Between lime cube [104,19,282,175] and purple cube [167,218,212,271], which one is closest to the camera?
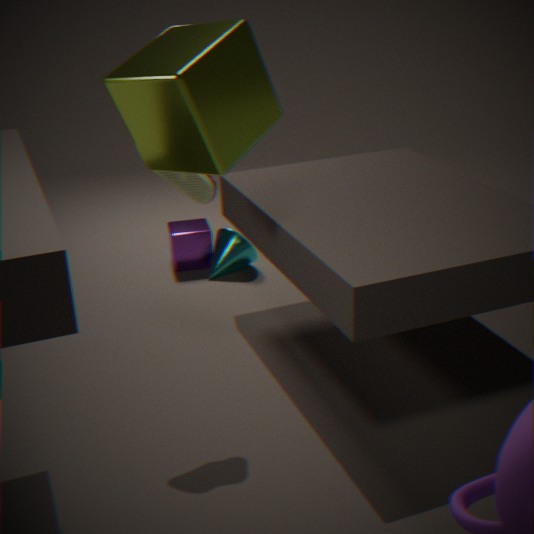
lime cube [104,19,282,175]
